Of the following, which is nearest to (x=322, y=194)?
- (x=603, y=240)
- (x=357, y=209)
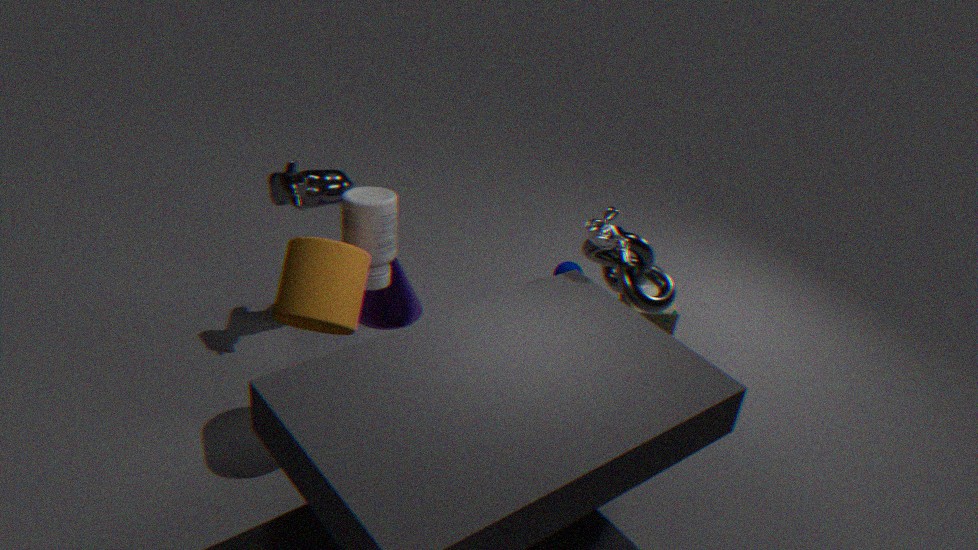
(x=357, y=209)
